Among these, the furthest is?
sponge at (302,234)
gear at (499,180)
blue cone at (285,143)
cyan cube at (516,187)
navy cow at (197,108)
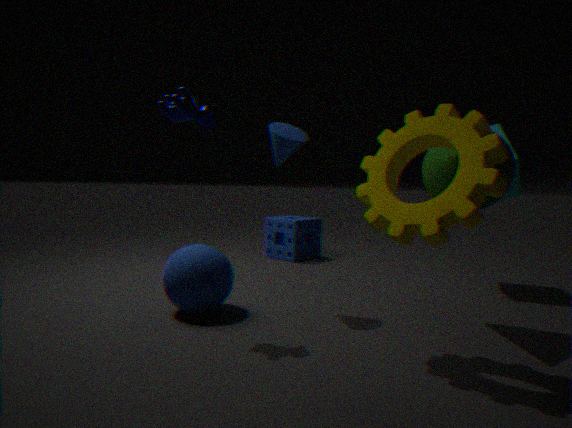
sponge at (302,234)
